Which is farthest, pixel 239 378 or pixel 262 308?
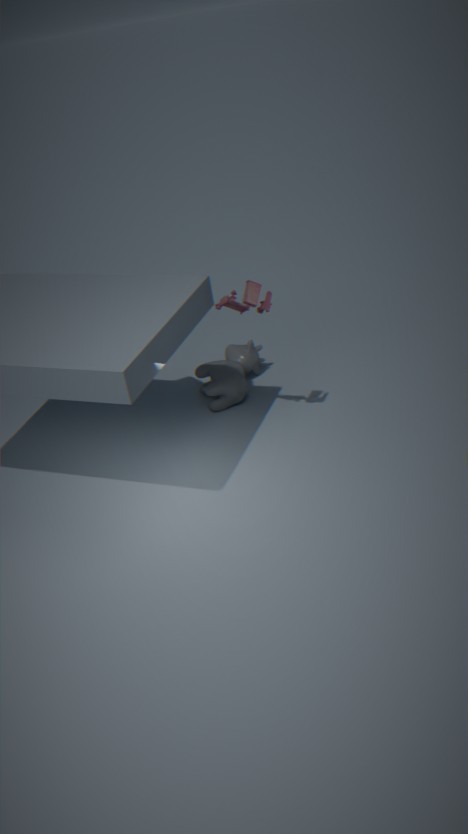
pixel 239 378
